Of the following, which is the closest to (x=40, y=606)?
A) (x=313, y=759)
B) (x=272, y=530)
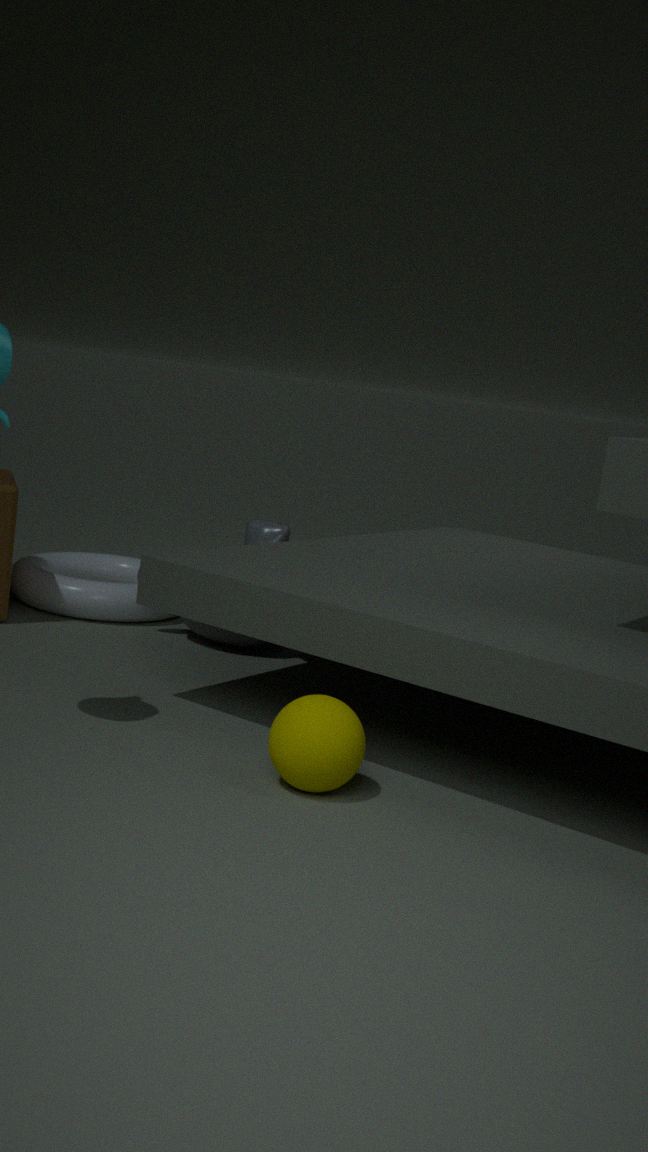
(x=272, y=530)
